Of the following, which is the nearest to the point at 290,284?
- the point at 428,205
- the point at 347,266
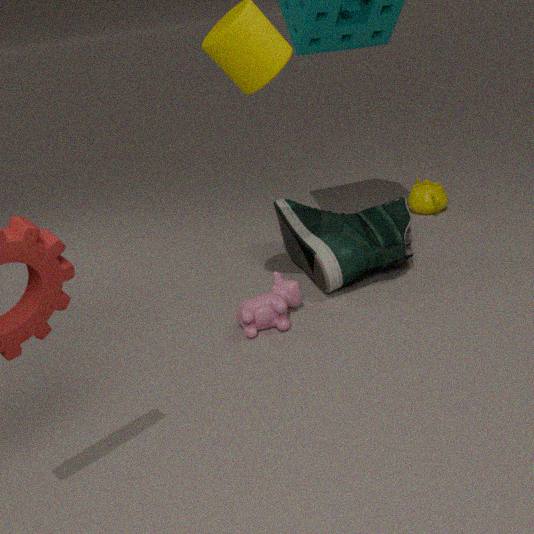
the point at 347,266
